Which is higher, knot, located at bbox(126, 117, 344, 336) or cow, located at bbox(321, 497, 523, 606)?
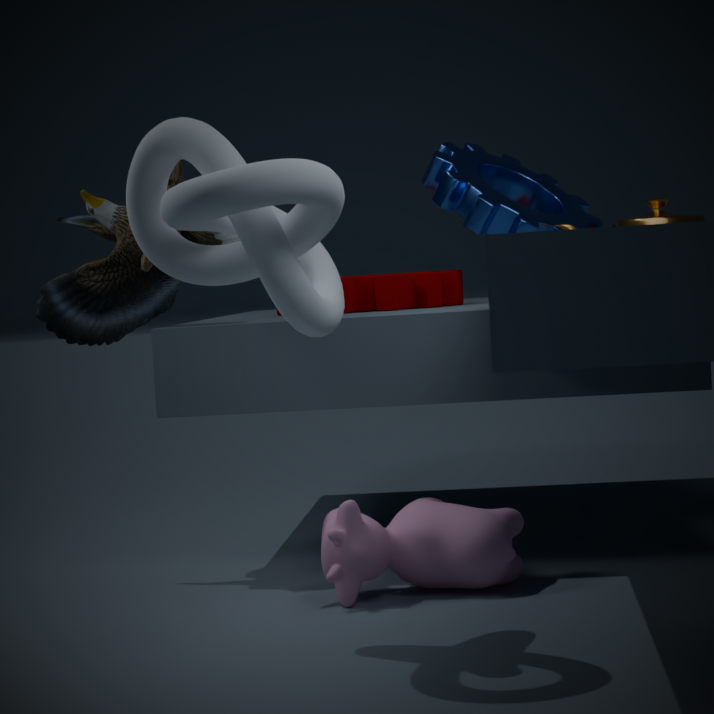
knot, located at bbox(126, 117, 344, 336)
